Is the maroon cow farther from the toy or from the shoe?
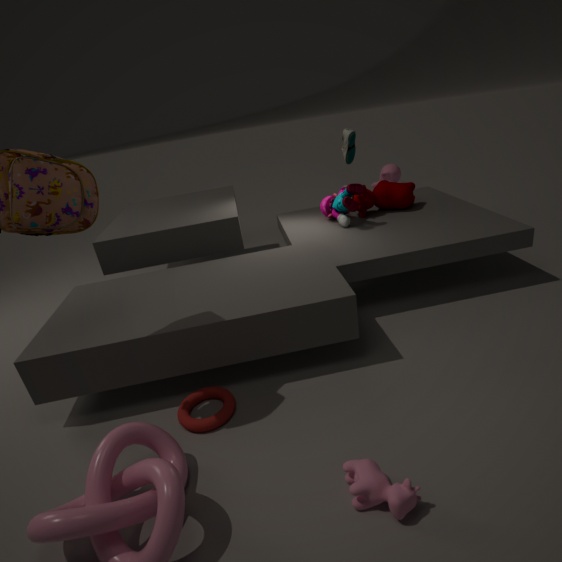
the shoe
